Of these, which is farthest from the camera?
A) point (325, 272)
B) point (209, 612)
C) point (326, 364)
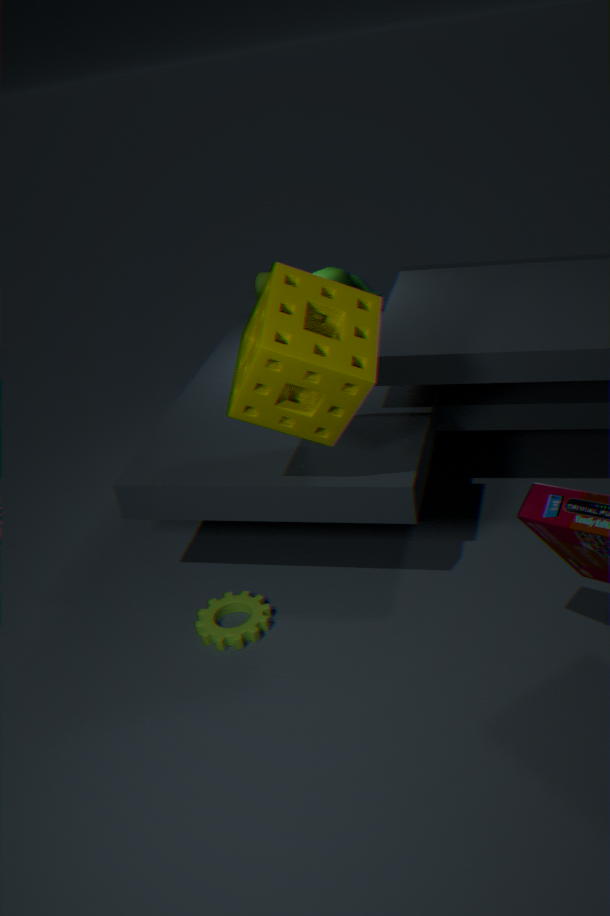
point (325, 272)
